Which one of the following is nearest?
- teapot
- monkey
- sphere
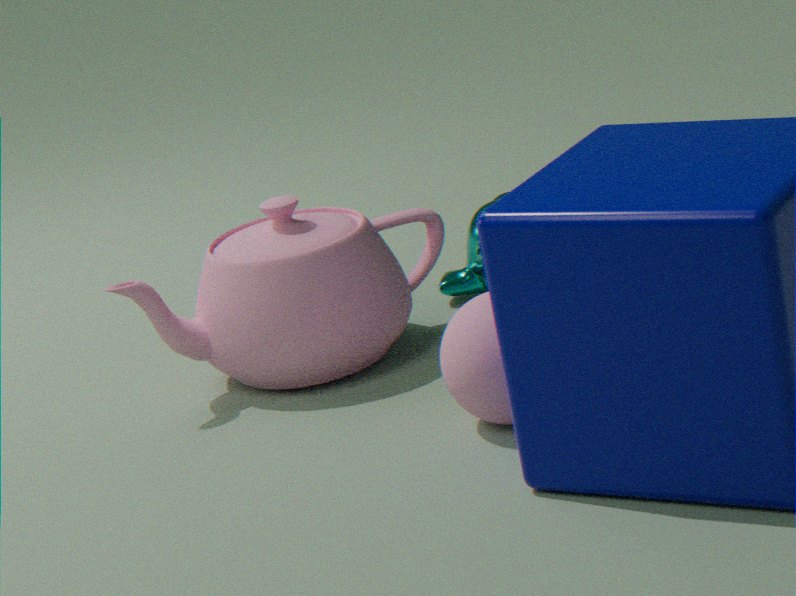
sphere
